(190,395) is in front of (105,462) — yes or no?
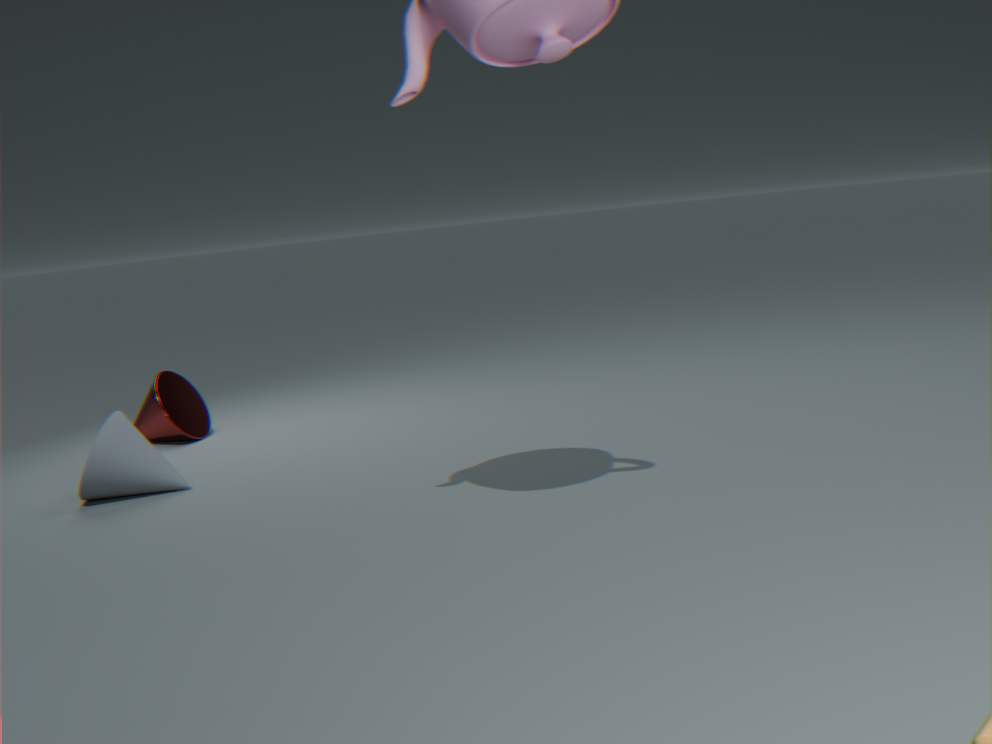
No
